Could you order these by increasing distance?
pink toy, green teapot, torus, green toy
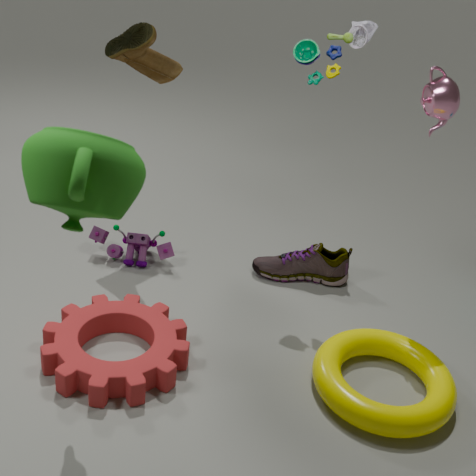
green teapot, torus, green toy, pink toy
